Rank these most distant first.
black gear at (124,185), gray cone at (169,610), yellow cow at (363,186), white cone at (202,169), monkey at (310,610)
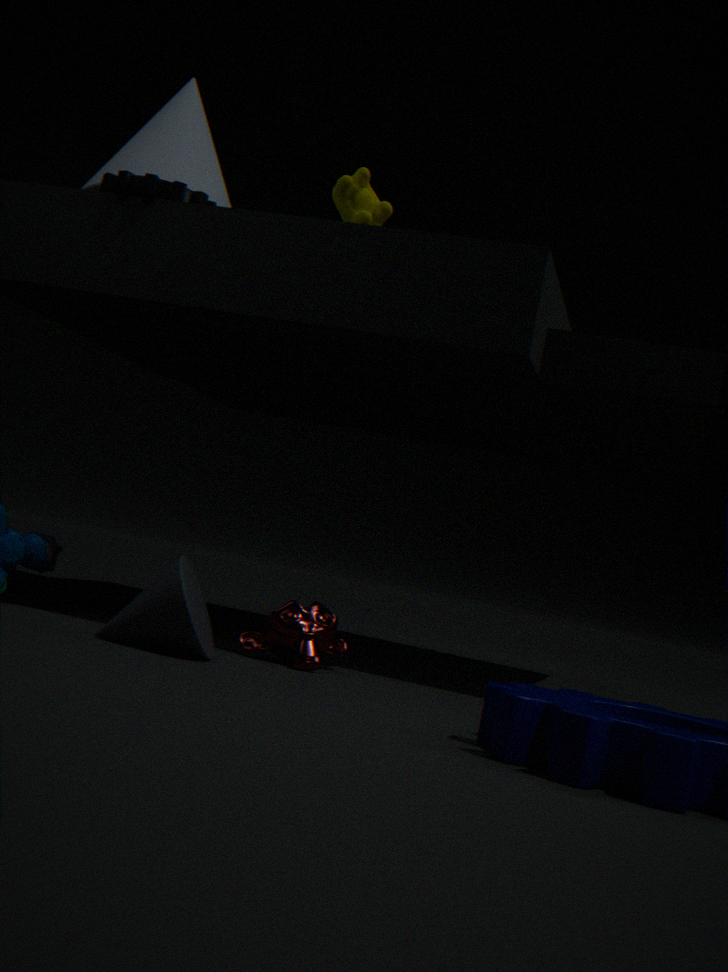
1. white cone at (202,169)
2. yellow cow at (363,186)
3. black gear at (124,185)
4. monkey at (310,610)
5. gray cone at (169,610)
